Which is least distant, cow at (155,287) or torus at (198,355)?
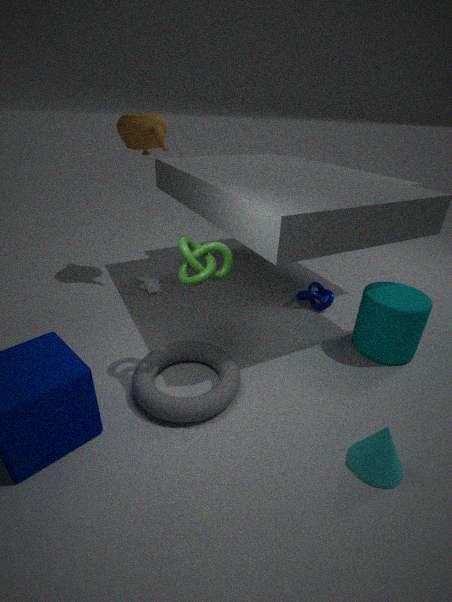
torus at (198,355)
